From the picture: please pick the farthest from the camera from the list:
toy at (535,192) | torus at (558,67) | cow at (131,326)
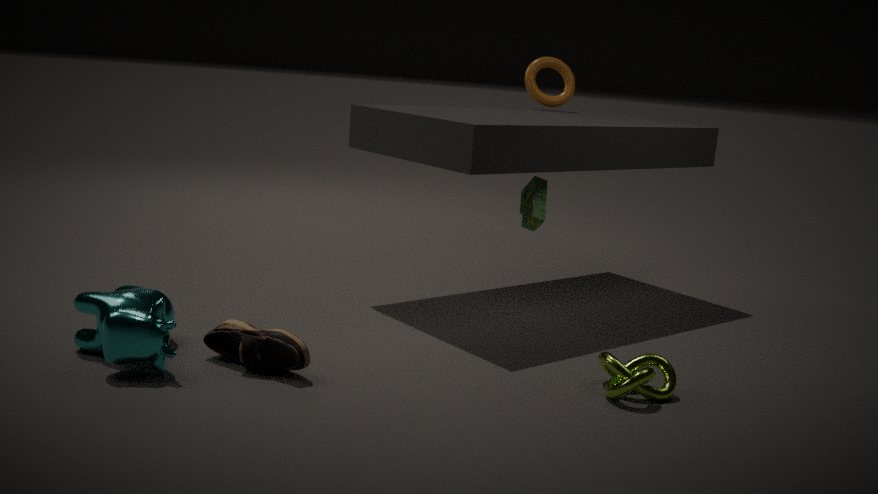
torus at (558,67)
